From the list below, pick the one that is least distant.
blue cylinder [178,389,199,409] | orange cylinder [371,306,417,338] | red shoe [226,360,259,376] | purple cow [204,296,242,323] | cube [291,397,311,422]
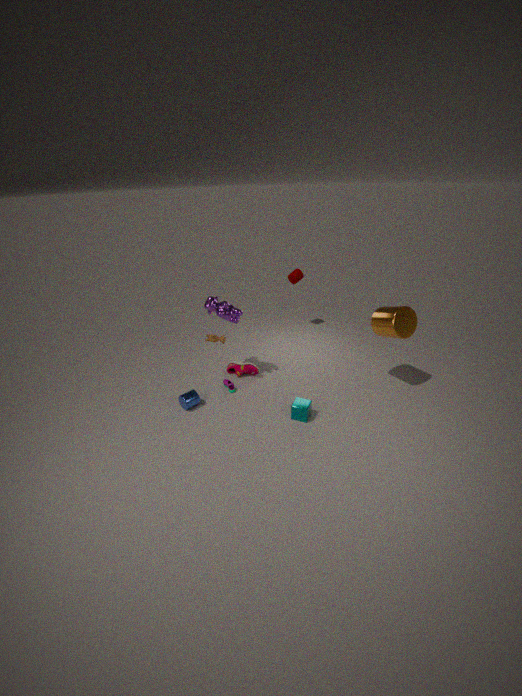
cube [291,397,311,422]
